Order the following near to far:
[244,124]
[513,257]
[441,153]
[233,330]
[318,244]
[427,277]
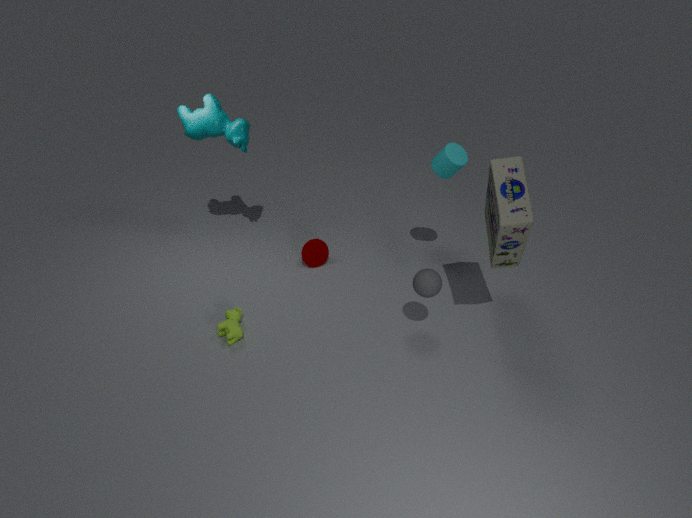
[513,257] → [427,277] → [233,330] → [441,153] → [244,124] → [318,244]
